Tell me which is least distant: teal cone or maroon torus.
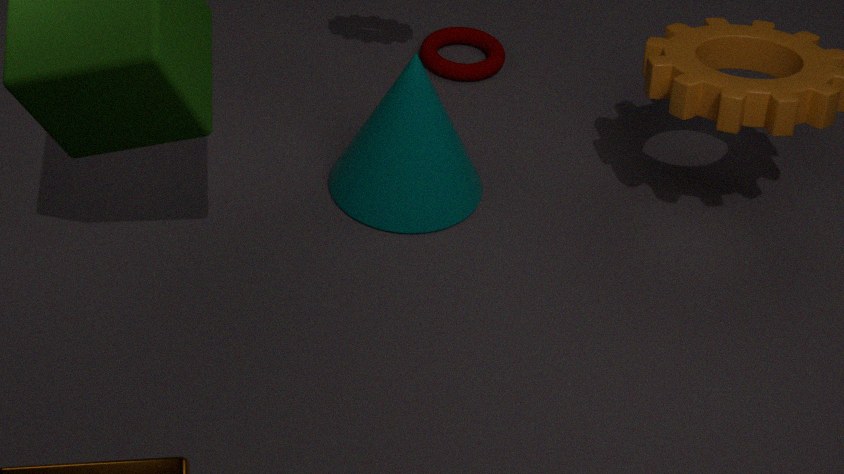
teal cone
